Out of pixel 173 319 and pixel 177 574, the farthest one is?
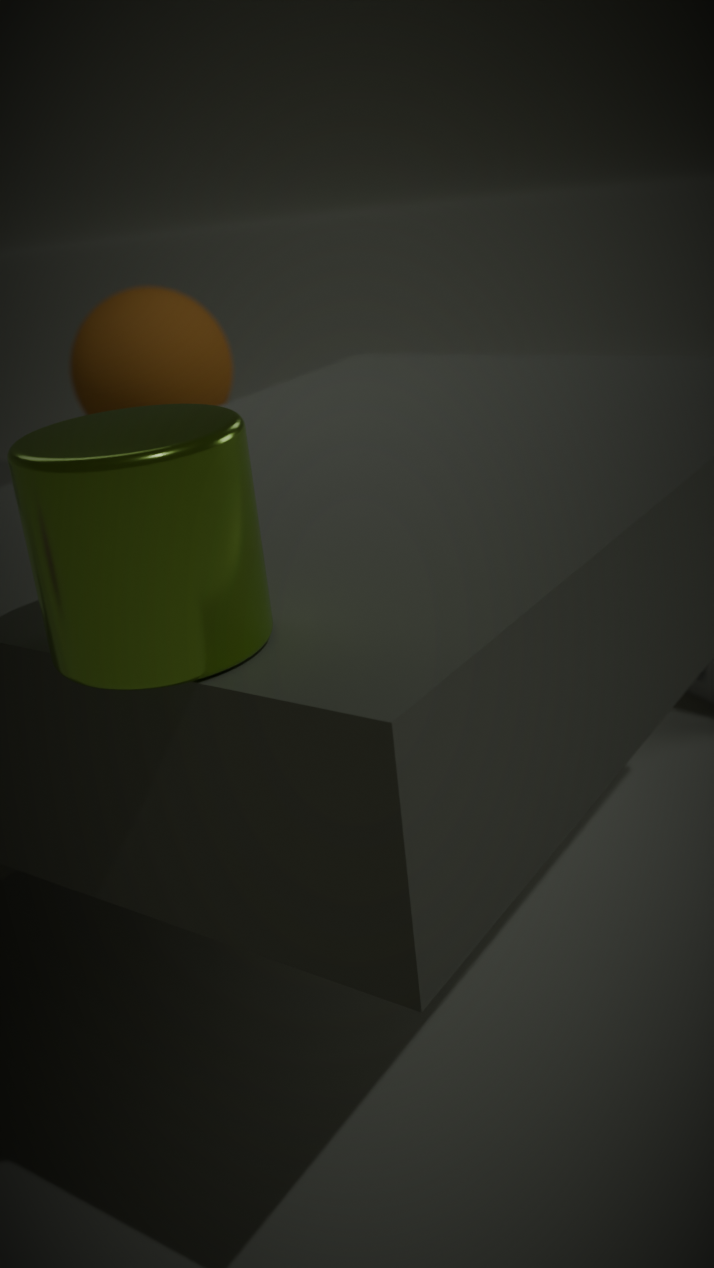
pixel 173 319
